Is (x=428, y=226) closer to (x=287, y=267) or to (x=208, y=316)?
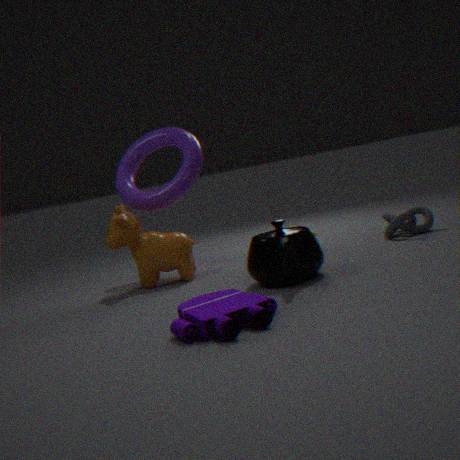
(x=287, y=267)
